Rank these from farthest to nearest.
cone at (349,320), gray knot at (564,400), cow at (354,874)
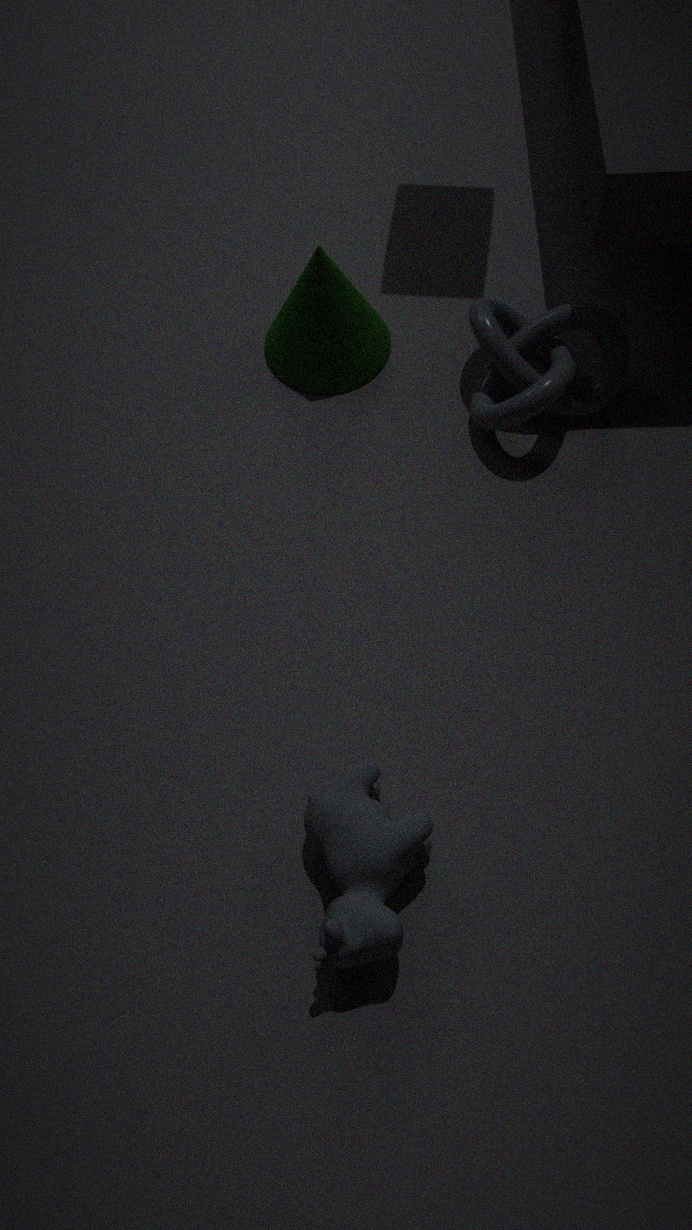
cone at (349,320), gray knot at (564,400), cow at (354,874)
